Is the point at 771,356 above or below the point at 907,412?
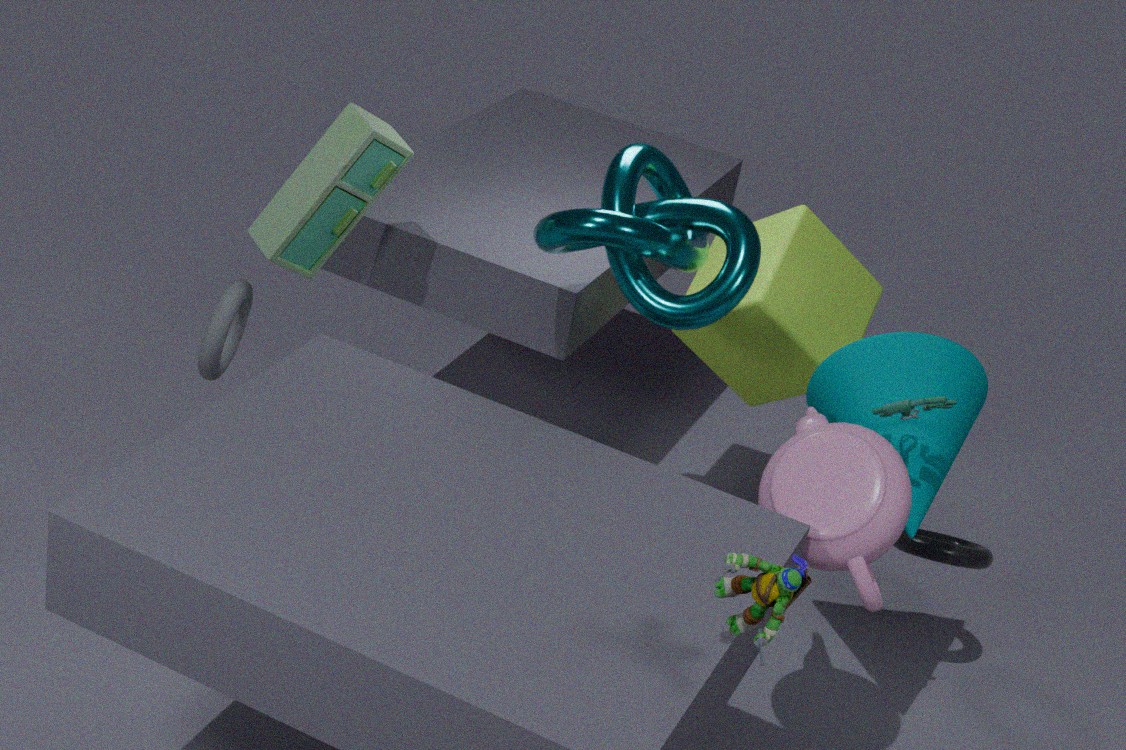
below
